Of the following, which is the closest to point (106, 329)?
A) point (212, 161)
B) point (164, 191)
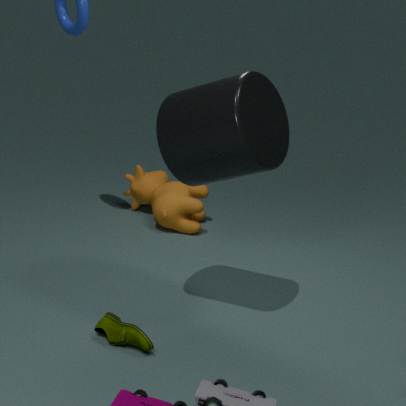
point (212, 161)
